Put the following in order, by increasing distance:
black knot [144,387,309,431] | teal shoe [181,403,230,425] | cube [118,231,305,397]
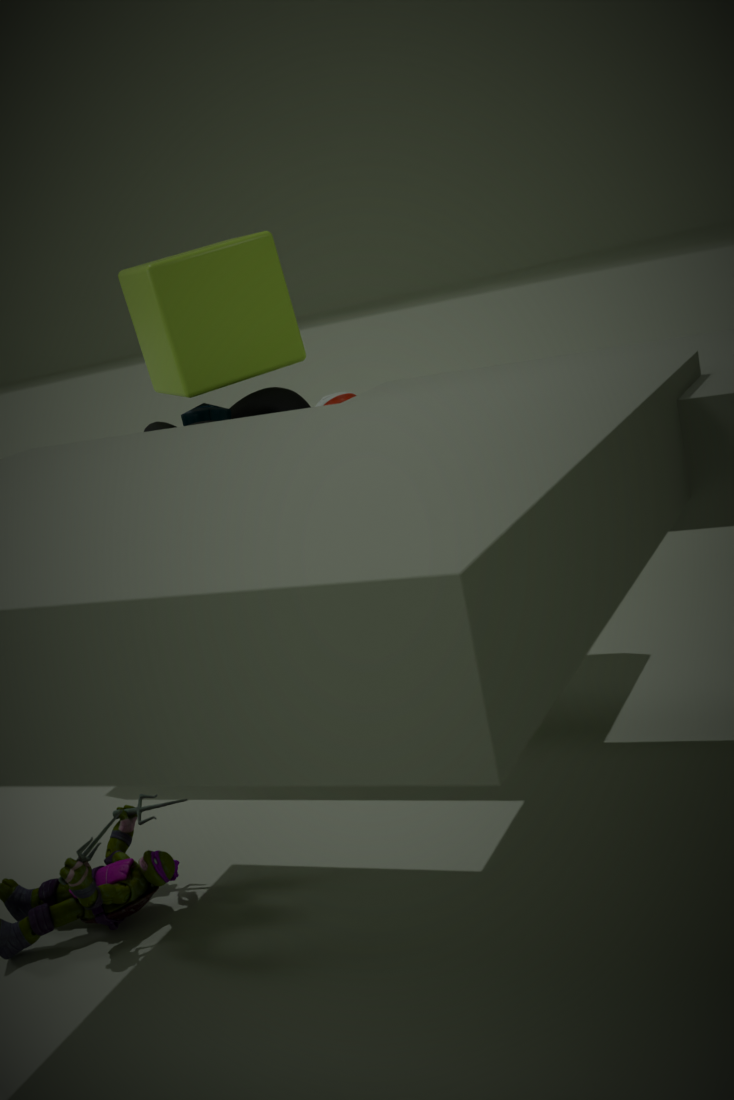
cube [118,231,305,397] → black knot [144,387,309,431] → teal shoe [181,403,230,425]
